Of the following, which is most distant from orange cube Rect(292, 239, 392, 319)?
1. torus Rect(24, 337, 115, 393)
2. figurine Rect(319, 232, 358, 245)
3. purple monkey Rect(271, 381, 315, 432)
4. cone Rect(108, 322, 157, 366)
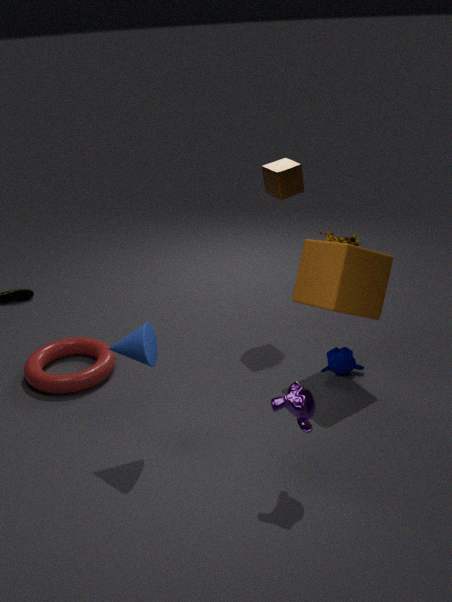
figurine Rect(319, 232, 358, 245)
